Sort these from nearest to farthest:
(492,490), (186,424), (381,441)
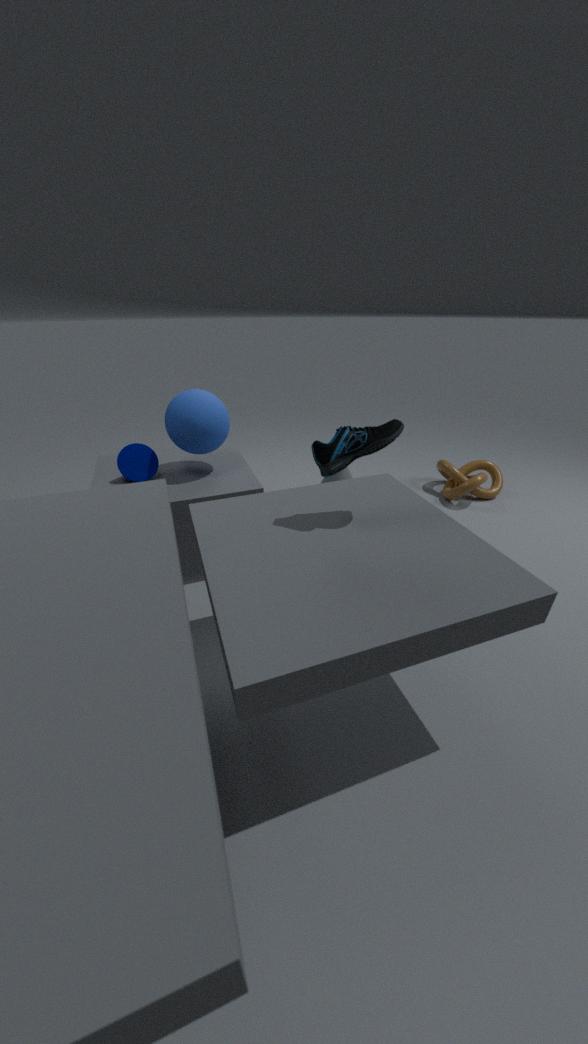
(381,441), (186,424), (492,490)
